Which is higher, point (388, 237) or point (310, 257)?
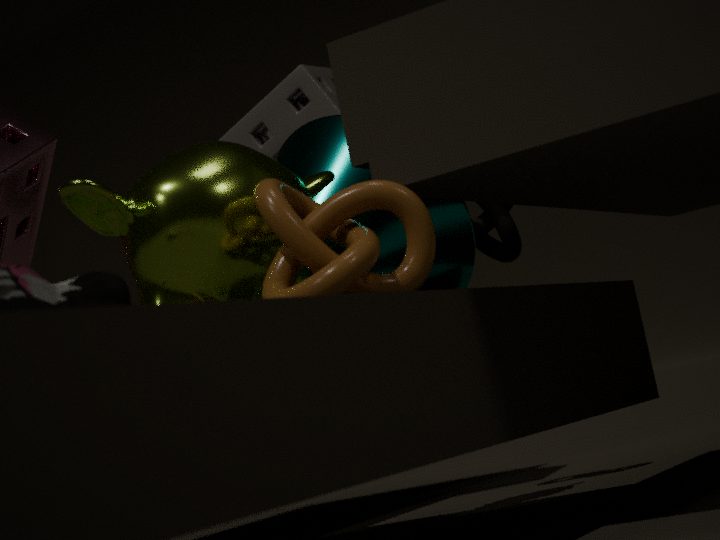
point (388, 237)
